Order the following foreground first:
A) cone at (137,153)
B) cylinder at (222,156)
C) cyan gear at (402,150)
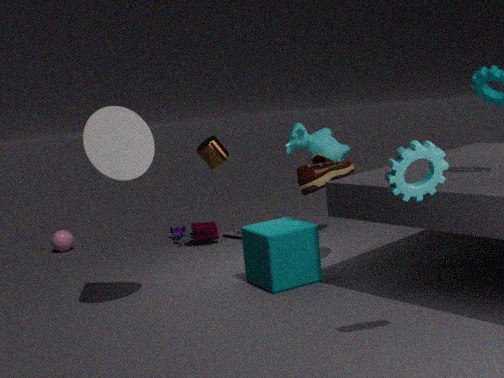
cyan gear at (402,150) < cone at (137,153) < cylinder at (222,156)
